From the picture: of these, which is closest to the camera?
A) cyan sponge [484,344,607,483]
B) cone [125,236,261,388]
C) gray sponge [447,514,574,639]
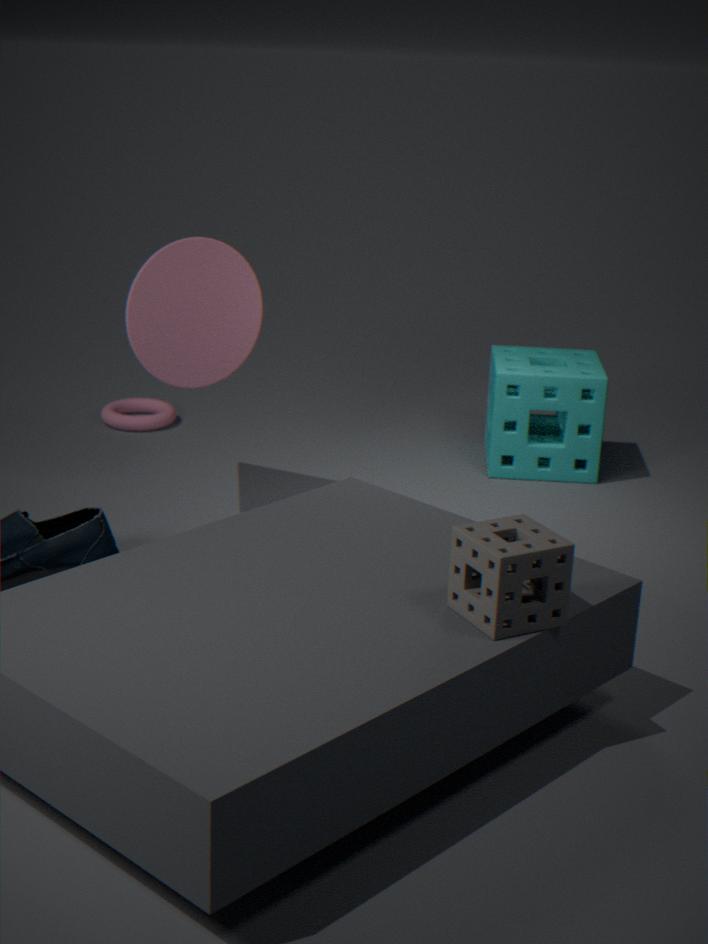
gray sponge [447,514,574,639]
